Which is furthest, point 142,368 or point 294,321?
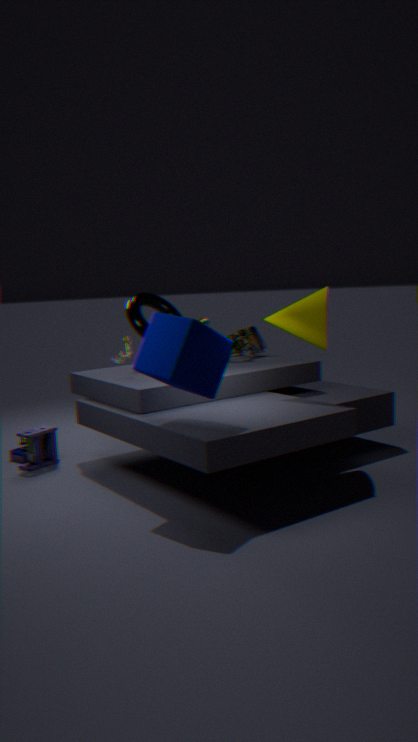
point 294,321
